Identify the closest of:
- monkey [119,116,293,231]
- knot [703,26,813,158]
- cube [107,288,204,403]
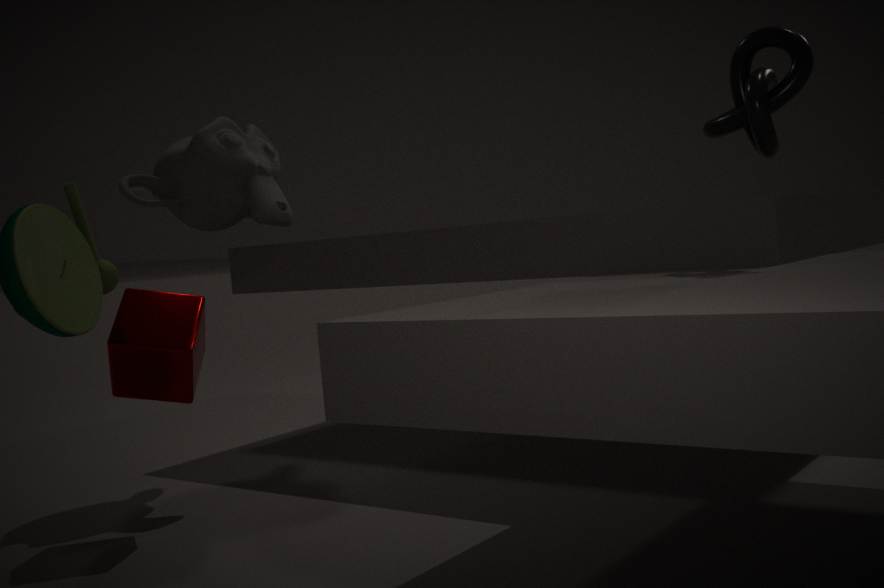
knot [703,26,813,158]
